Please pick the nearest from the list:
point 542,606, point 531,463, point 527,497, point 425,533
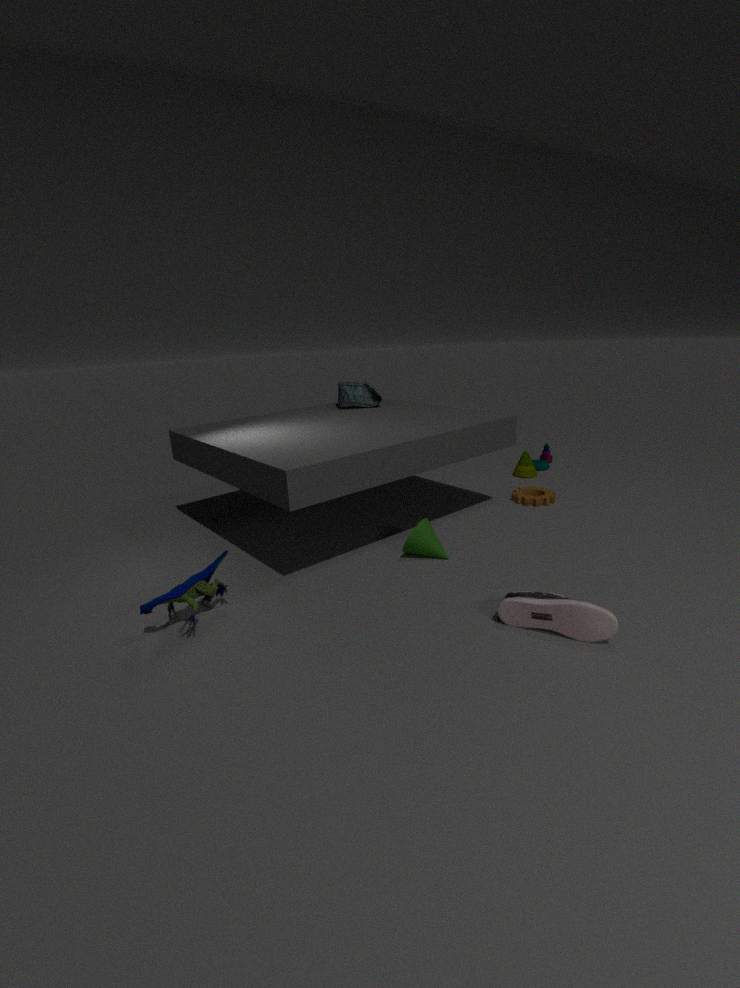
point 542,606
